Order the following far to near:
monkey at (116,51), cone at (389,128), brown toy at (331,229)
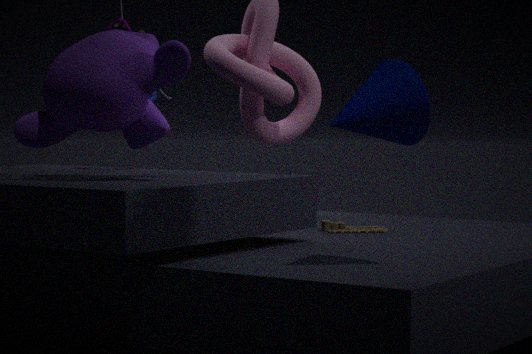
1. brown toy at (331,229)
2. monkey at (116,51)
3. cone at (389,128)
